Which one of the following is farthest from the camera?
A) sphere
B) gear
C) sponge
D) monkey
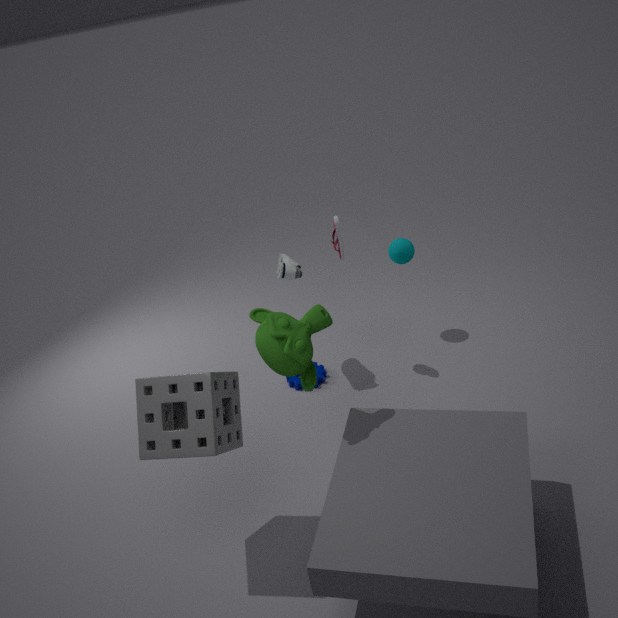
sphere
